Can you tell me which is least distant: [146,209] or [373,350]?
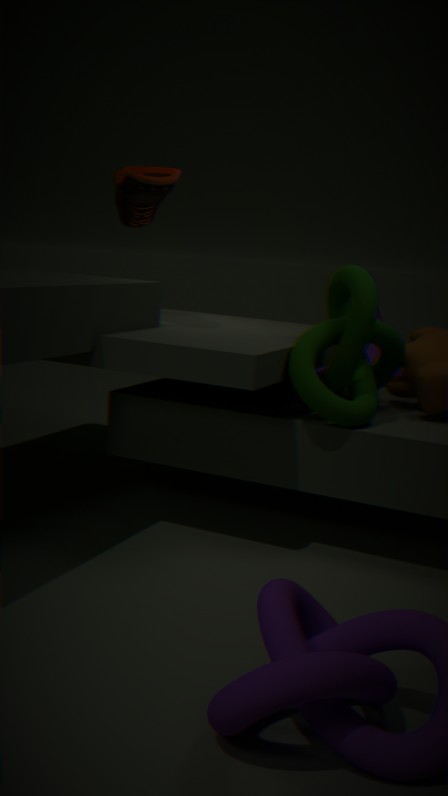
[146,209]
